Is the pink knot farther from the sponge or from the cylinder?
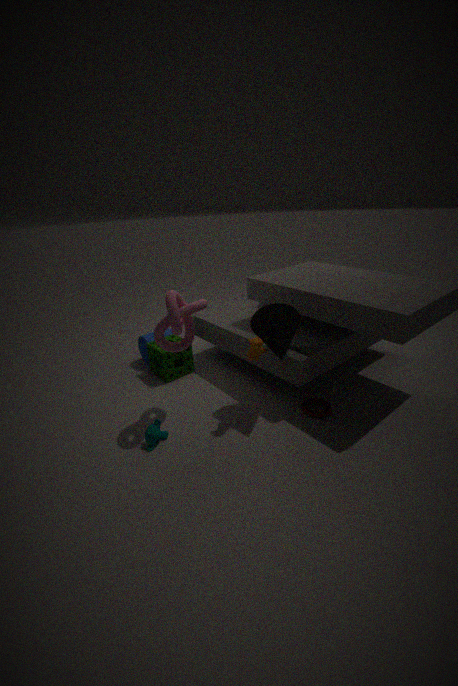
the cylinder
